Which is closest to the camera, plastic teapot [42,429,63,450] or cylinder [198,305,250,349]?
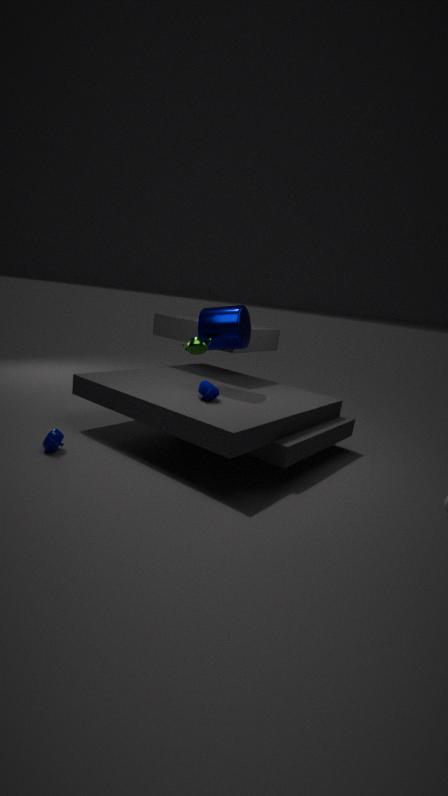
plastic teapot [42,429,63,450]
